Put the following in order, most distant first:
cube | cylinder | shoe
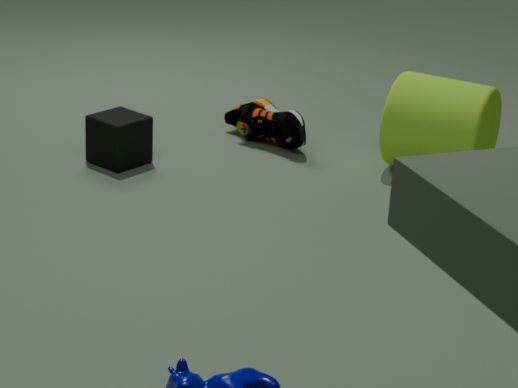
shoe < cube < cylinder
